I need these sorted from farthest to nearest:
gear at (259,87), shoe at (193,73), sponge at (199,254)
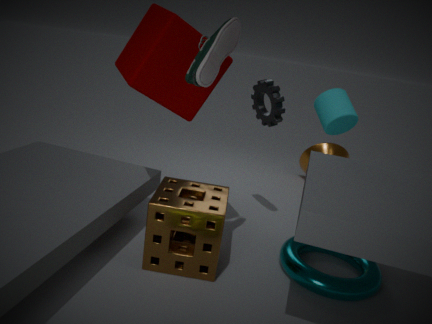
gear at (259,87), sponge at (199,254), shoe at (193,73)
